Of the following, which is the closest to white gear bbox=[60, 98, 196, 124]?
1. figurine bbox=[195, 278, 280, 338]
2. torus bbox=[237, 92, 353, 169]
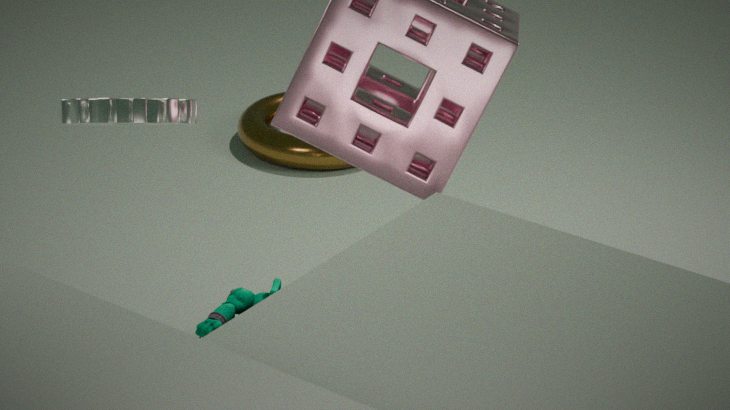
figurine bbox=[195, 278, 280, 338]
